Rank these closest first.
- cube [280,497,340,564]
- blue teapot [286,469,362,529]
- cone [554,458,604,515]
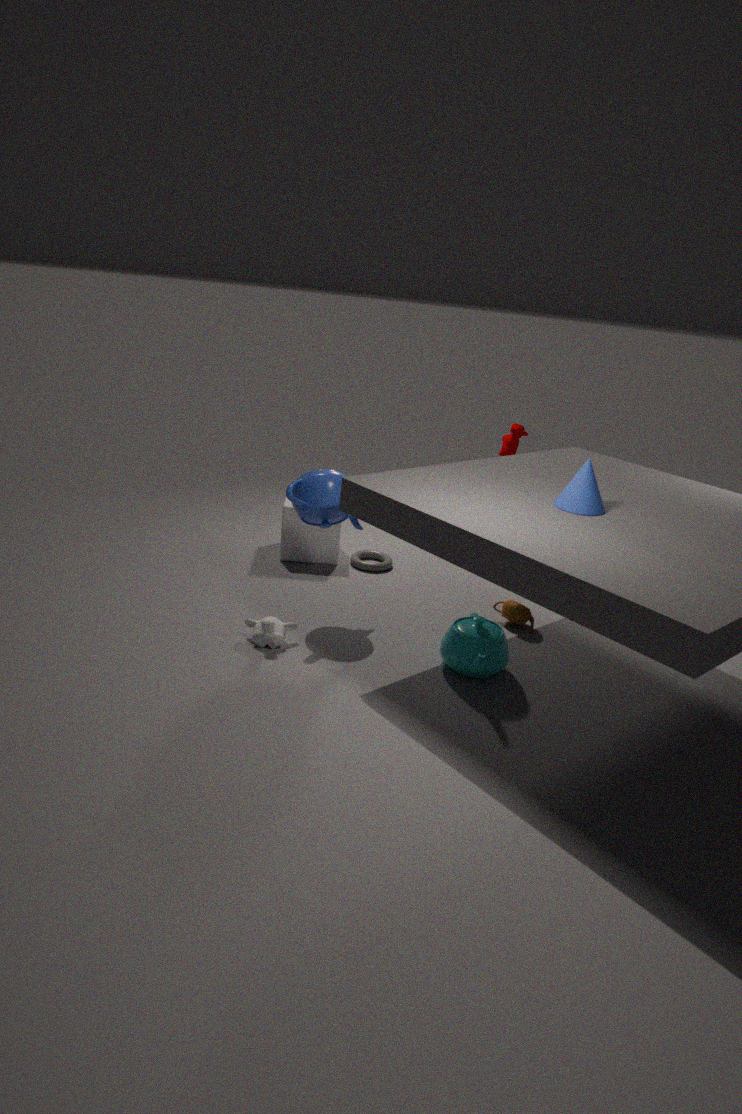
cone [554,458,604,515]
blue teapot [286,469,362,529]
cube [280,497,340,564]
